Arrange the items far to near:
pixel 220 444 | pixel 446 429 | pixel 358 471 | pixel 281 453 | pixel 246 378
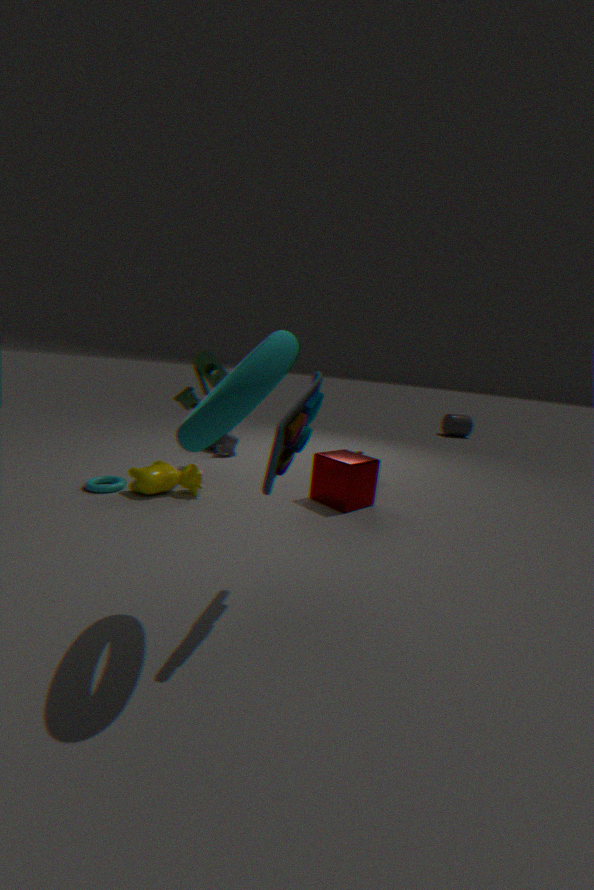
1. pixel 446 429
2. pixel 220 444
3. pixel 358 471
4. pixel 281 453
5. pixel 246 378
